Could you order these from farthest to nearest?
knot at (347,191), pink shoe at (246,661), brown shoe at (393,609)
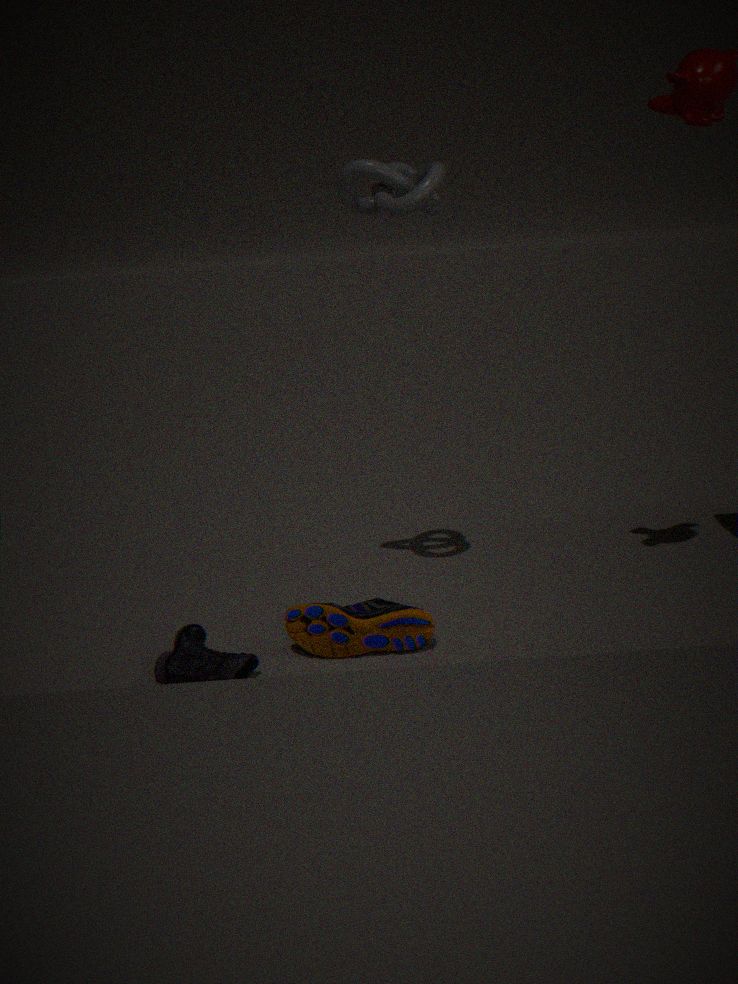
1. knot at (347,191)
2. brown shoe at (393,609)
3. pink shoe at (246,661)
